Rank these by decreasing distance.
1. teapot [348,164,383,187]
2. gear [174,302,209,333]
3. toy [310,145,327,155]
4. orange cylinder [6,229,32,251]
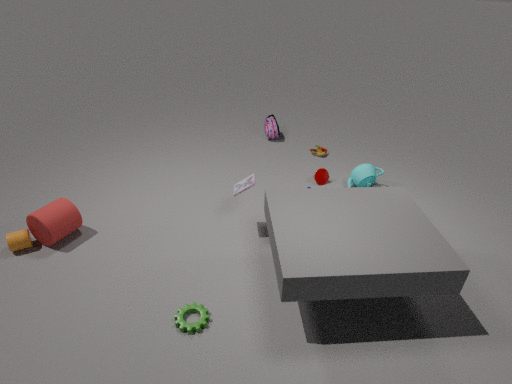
toy [310,145,327,155], teapot [348,164,383,187], orange cylinder [6,229,32,251], gear [174,302,209,333]
